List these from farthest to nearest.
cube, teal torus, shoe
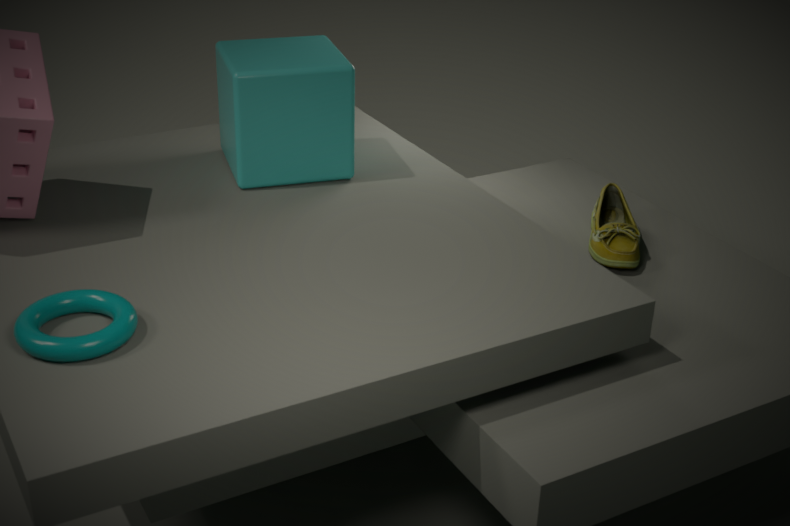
shoe → cube → teal torus
